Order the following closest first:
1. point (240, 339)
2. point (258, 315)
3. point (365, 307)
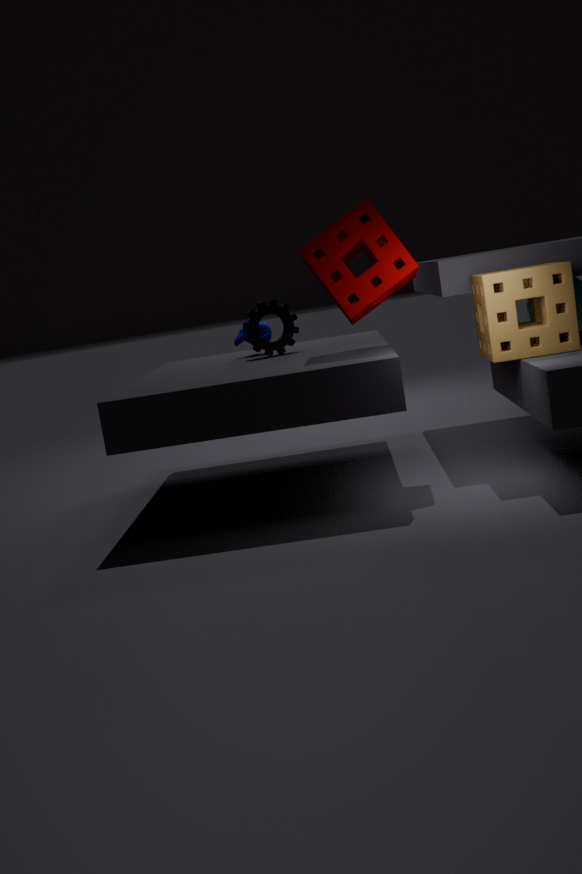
1. point (365, 307)
2. point (258, 315)
3. point (240, 339)
